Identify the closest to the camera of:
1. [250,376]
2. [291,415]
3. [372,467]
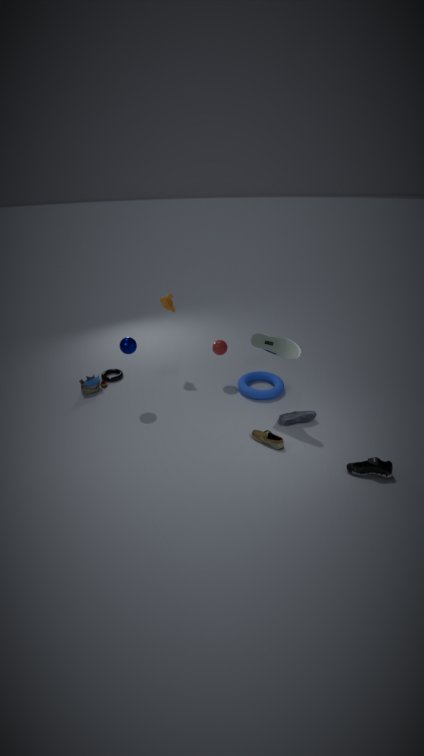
[372,467]
